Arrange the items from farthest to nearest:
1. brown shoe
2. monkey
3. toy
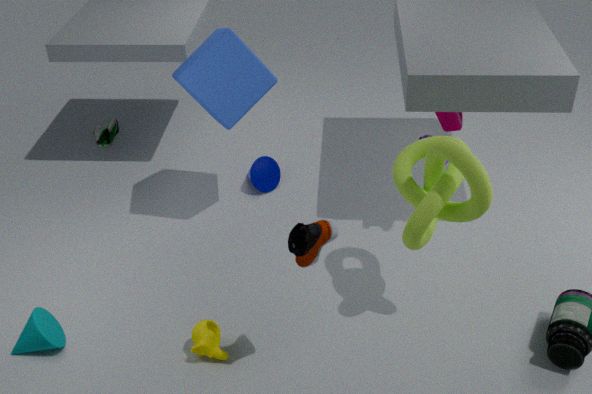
toy, monkey, brown shoe
